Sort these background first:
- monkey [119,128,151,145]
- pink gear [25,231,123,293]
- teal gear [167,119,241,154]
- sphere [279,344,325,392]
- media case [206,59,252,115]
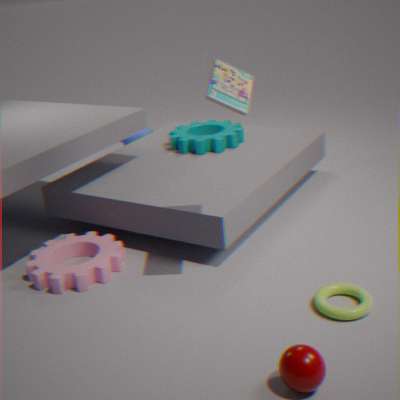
monkey [119,128,151,145] → teal gear [167,119,241,154] → pink gear [25,231,123,293] → media case [206,59,252,115] → sphere [279,344,325,392]
